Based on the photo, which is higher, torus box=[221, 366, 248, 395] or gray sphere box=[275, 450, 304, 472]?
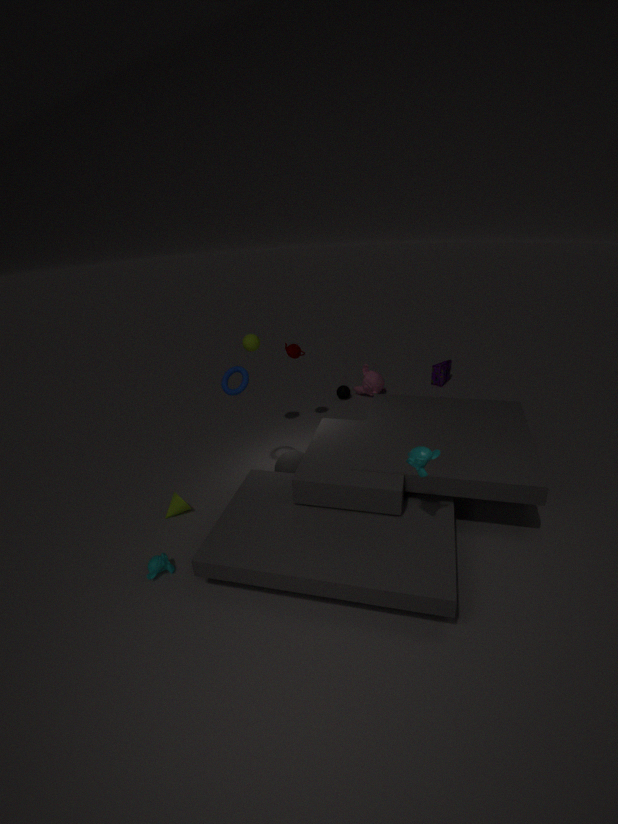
torus box=[221, 366, 248, 395]
